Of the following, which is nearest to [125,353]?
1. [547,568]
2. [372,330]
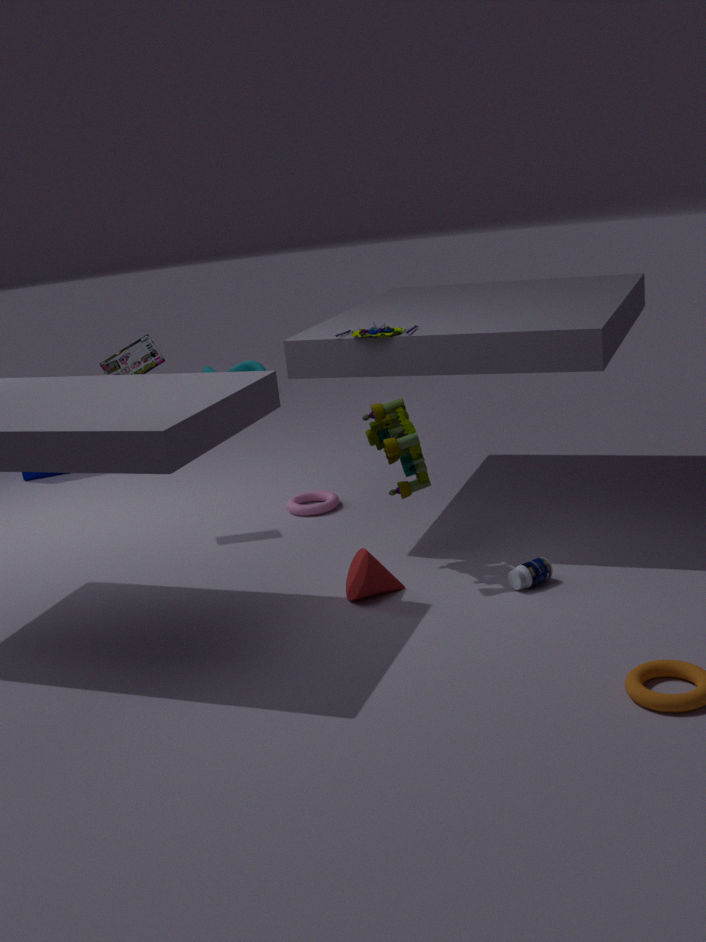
[372,330]
